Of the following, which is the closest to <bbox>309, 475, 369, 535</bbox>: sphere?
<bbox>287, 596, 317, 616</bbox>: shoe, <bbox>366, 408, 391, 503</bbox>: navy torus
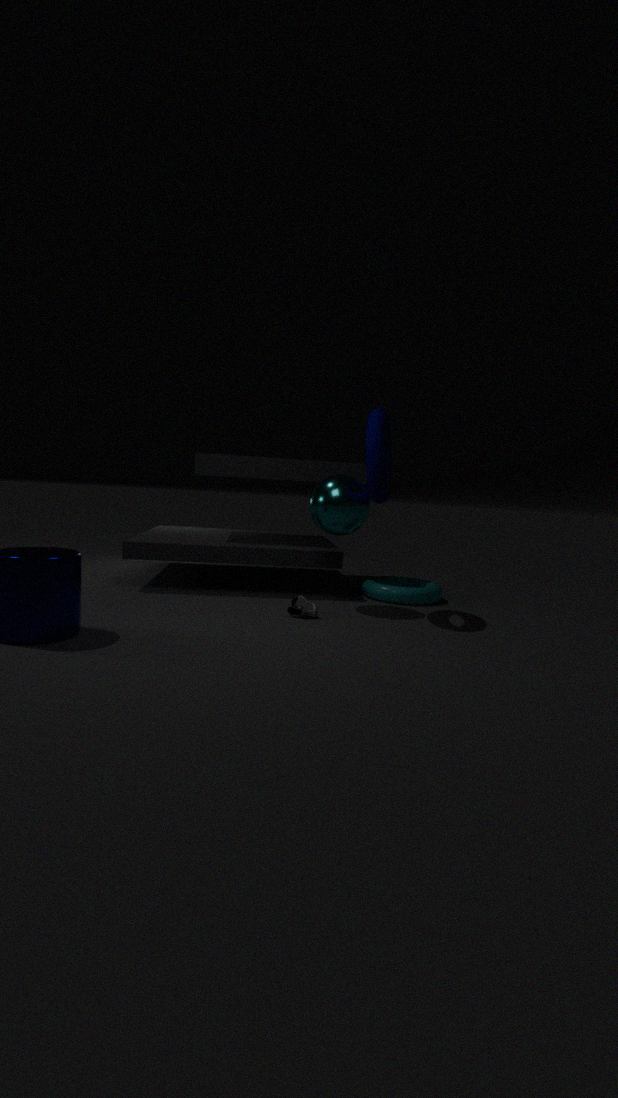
<bbox>366, 408, 391, 503</bbox>: navy torus
